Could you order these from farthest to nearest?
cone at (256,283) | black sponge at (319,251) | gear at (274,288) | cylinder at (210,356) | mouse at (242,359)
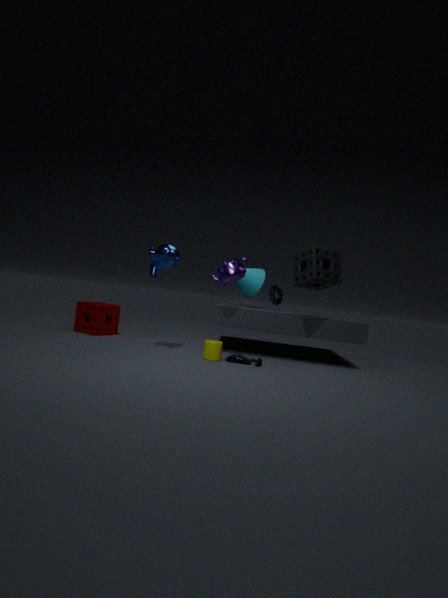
1. gear at (274,288)
2. cone at (256,283)
3. black sponge at (319,251)
4. mouse at (242,359)
5. cylinder at (210,356)
